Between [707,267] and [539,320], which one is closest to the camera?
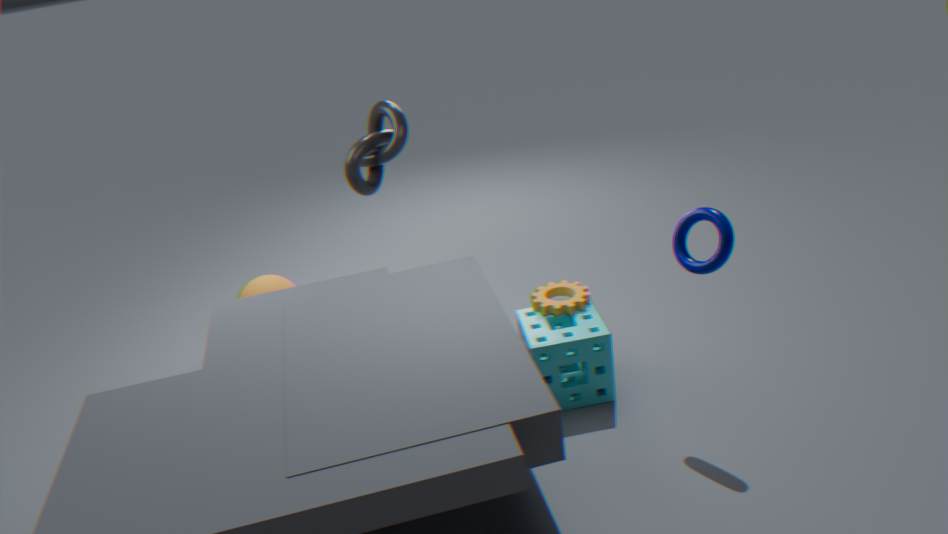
[707,267]
